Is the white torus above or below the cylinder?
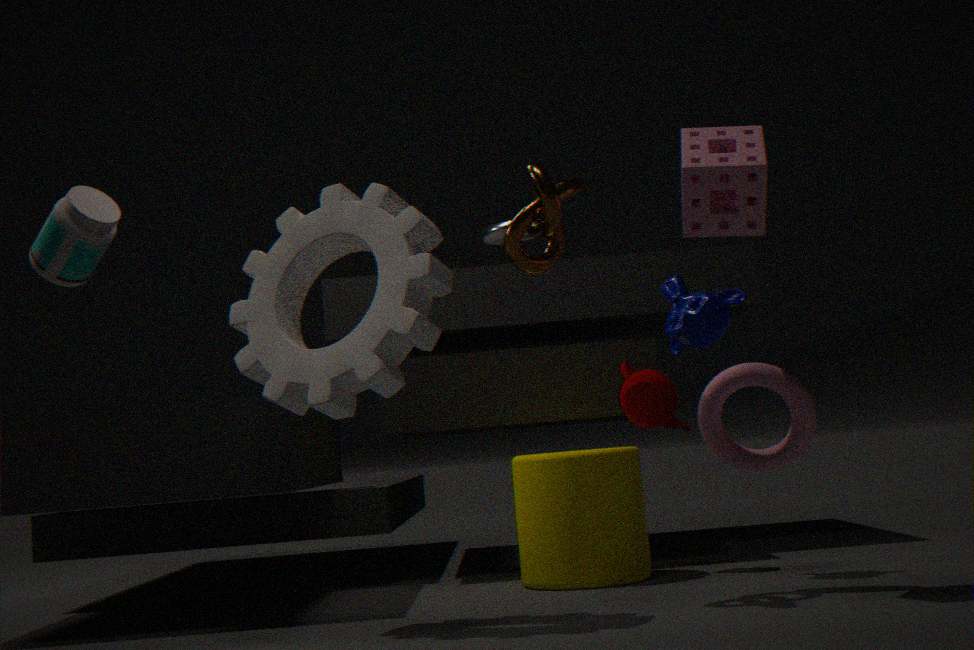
above
